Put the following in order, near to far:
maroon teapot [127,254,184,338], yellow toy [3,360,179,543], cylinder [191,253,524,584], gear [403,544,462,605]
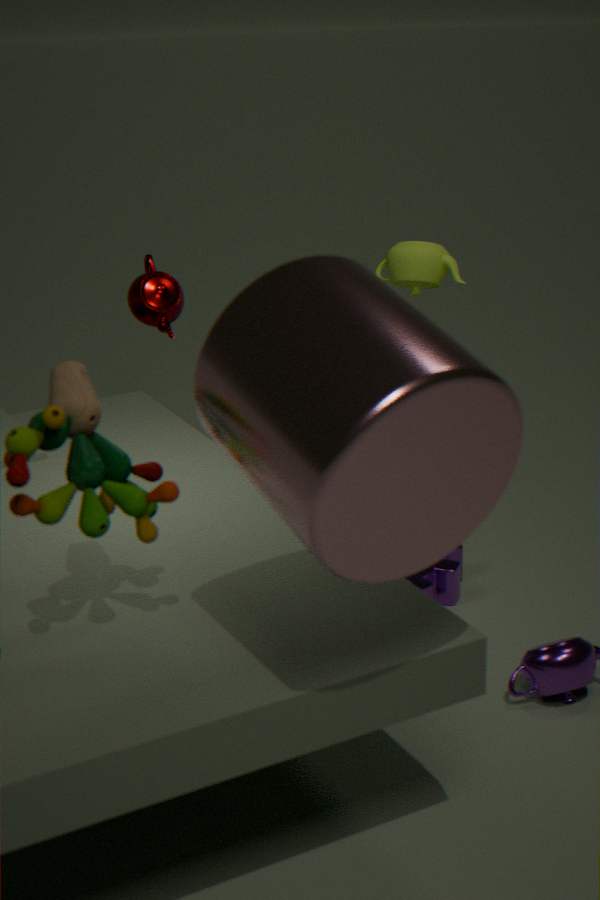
cylinder [191,253,524,584] → yellow toy [3,360,179,543] → gear [403,544,462,605] → maroon teapot [127,254,184,338]
